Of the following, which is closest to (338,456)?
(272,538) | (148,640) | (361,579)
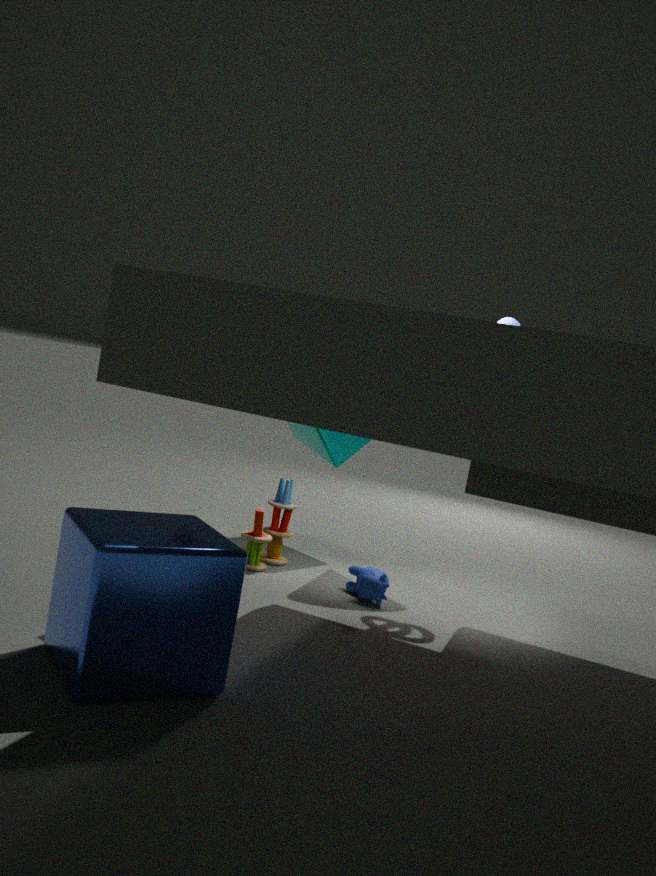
(272,538)
